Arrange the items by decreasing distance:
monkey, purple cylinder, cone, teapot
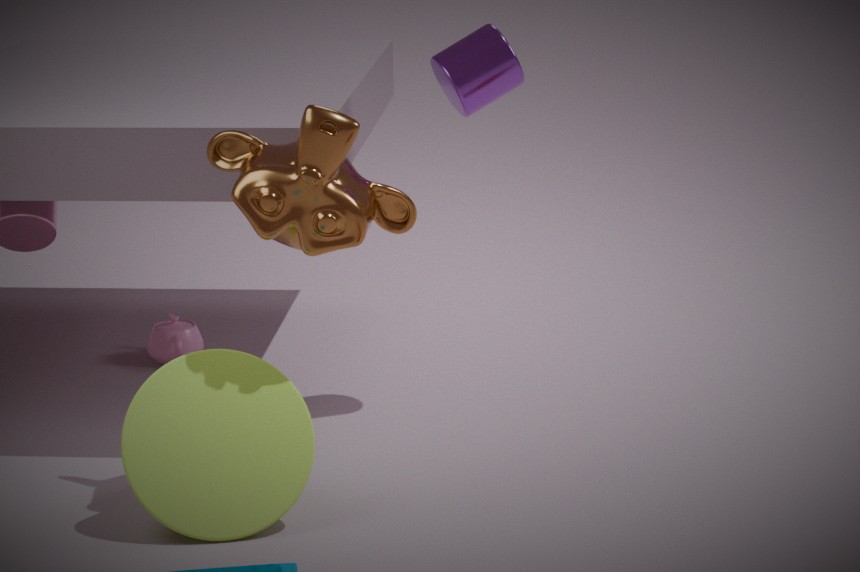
1. teapot
2. purple cylinder
3. cone
4. monkey
